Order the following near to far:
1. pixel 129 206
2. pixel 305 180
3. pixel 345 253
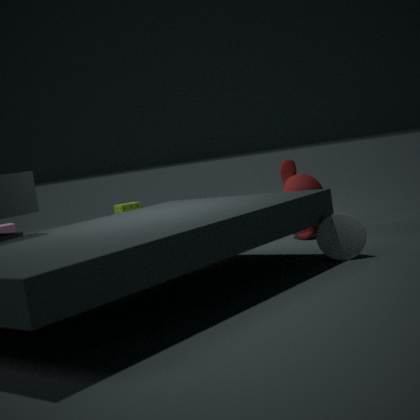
pixel 345 253 < pixel 305 180 < pixel 129 206
